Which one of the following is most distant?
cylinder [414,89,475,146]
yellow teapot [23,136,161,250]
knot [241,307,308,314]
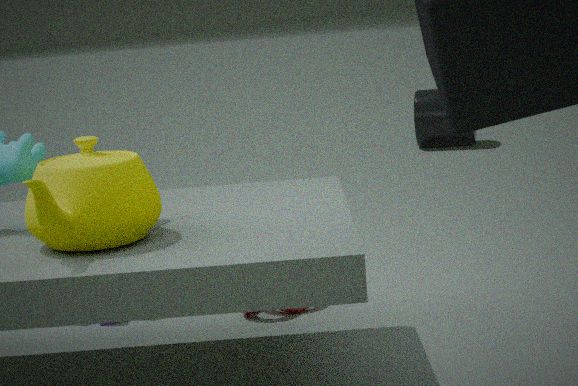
cylinder [414,89,475,146]
